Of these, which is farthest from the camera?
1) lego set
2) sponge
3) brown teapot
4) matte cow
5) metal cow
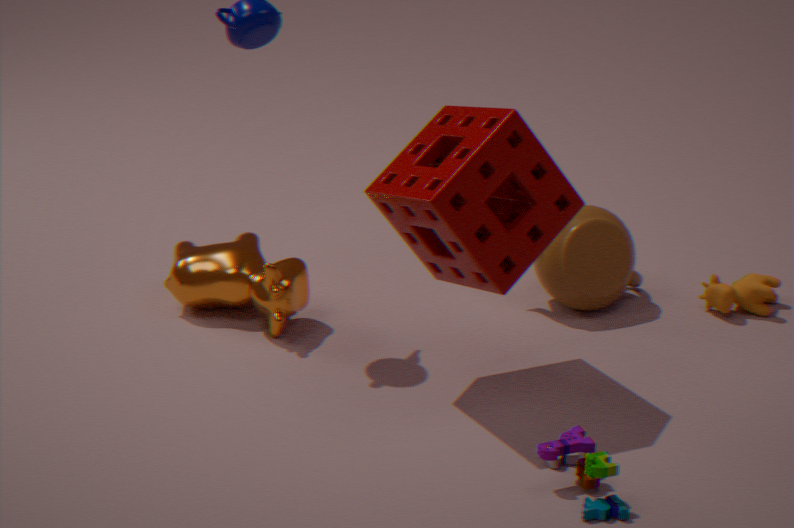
4. matte cow
